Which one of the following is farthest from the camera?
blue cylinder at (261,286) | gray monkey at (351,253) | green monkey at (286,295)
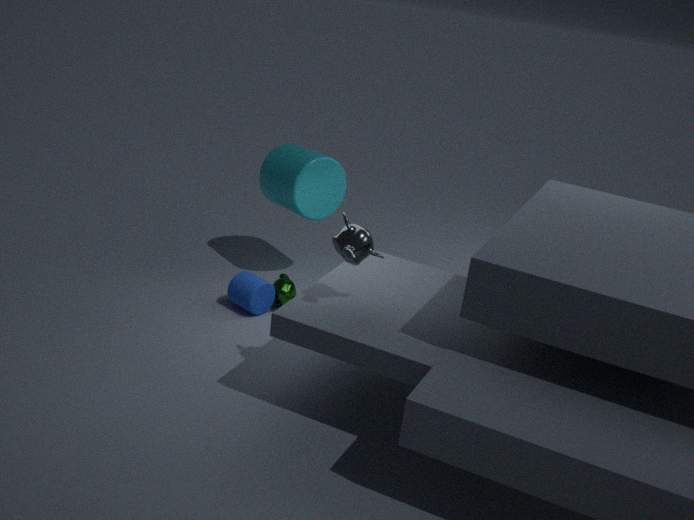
green monkey at (286,295)
